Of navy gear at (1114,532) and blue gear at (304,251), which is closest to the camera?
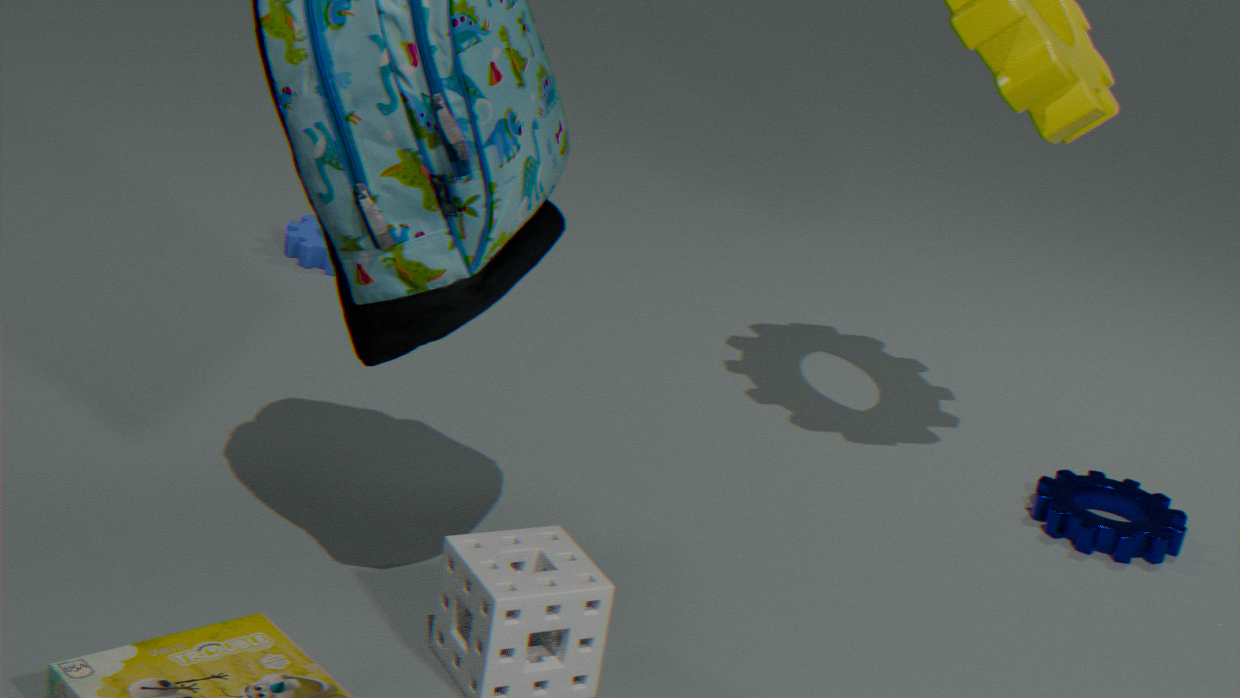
navy gear at (1114,532)
